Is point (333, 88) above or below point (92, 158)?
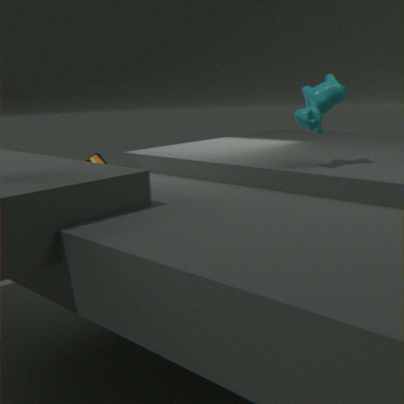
above
